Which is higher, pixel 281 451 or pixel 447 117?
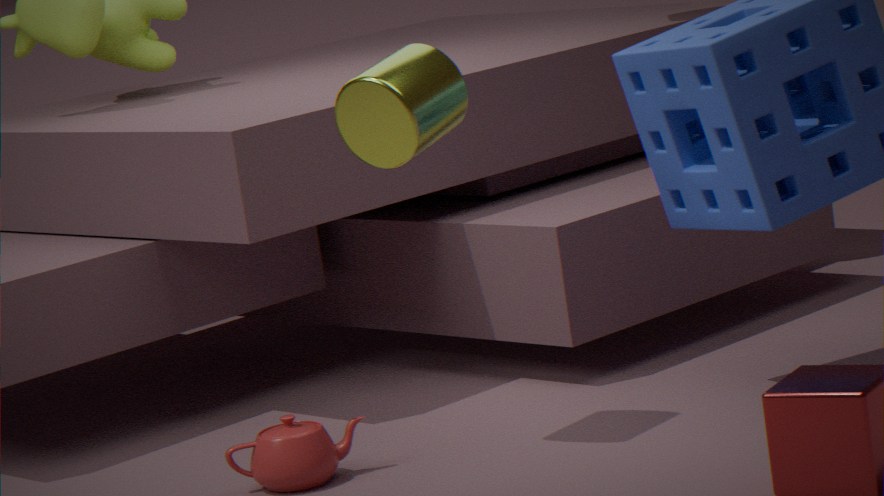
pixel 447 117
